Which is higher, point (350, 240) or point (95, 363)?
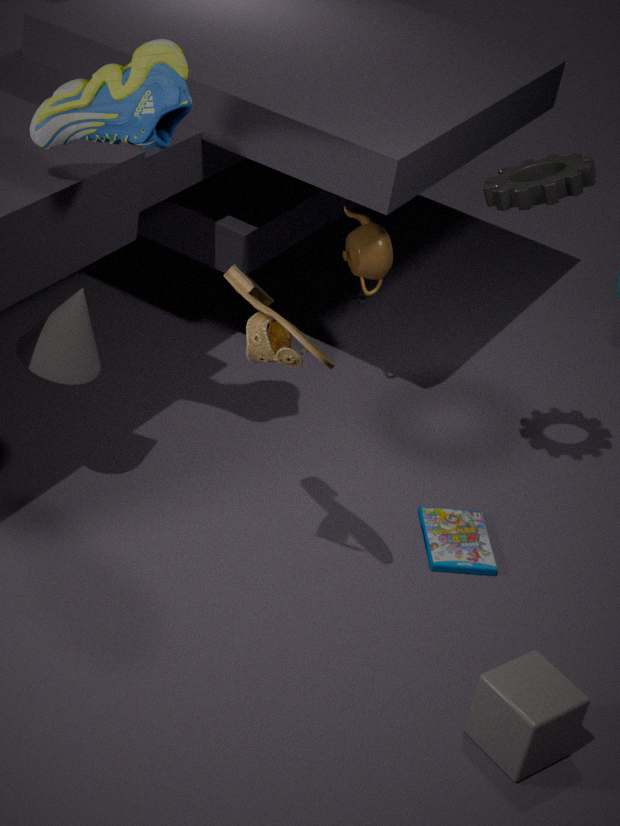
point (350, 240)
